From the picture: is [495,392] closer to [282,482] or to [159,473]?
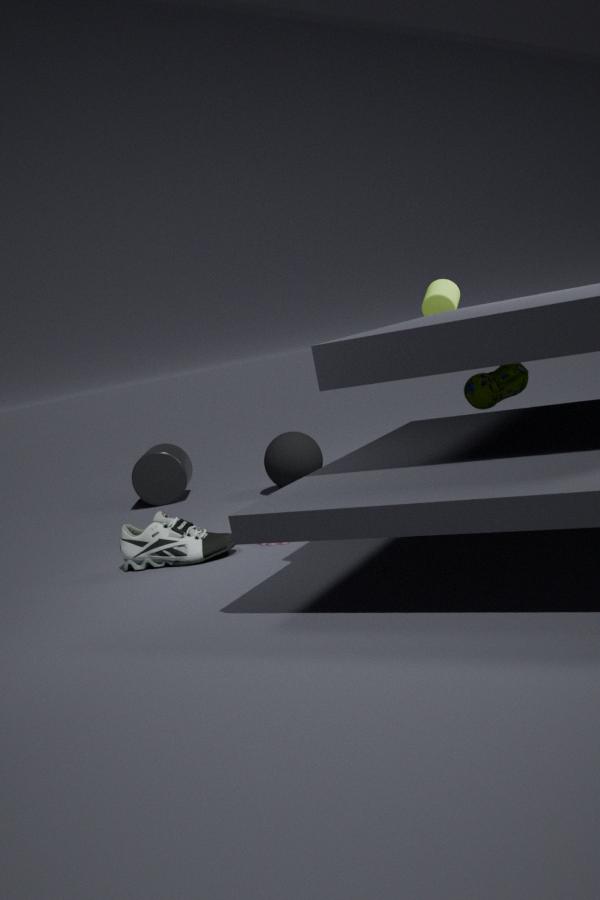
[282,482]
